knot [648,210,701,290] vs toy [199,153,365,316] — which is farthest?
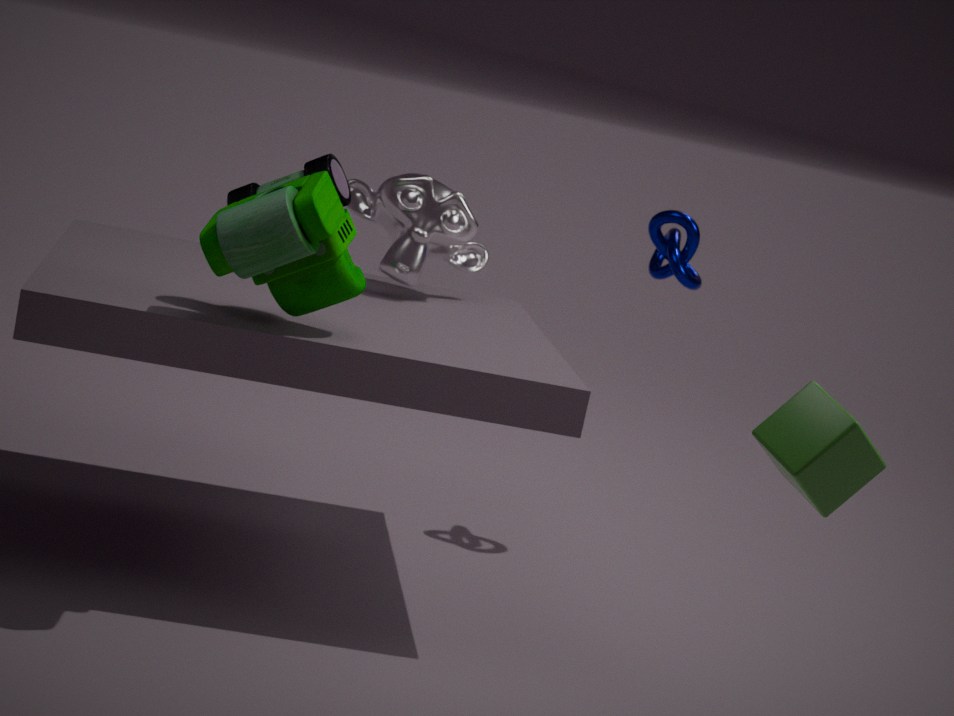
knot [648,210,701,290]
